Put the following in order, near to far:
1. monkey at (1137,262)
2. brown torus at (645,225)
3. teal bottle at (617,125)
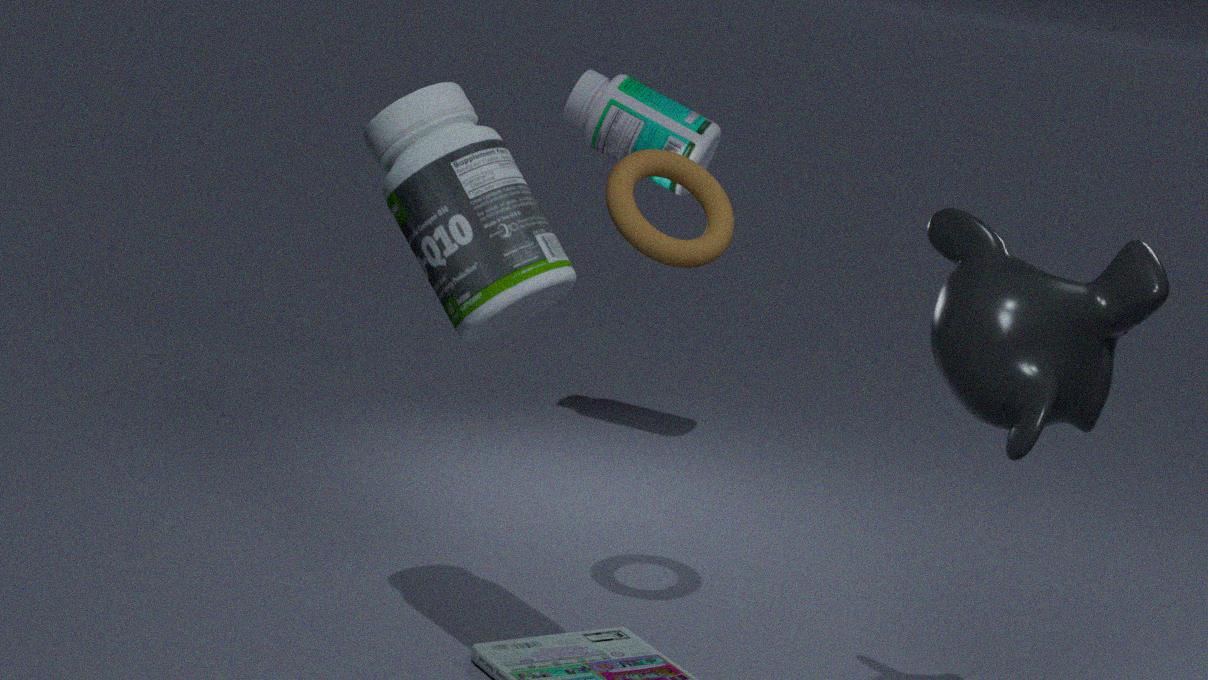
monkey at (1137,262), brown torus at (645,225), teal bottle at (617,125)
